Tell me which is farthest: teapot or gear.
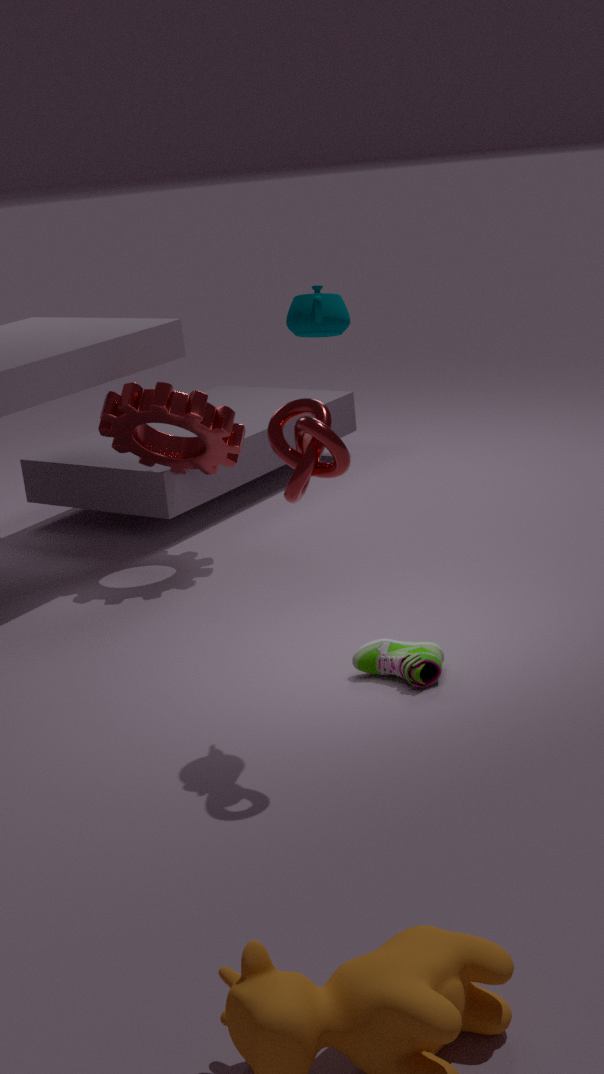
gear
